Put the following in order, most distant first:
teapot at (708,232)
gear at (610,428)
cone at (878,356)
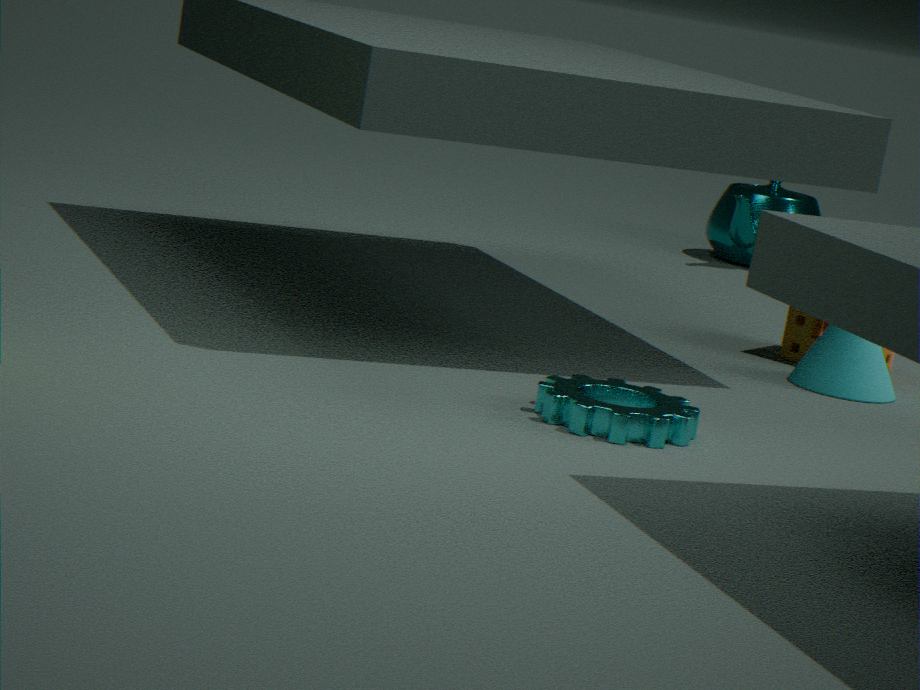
teapot at (708,232) < cone at (878,356) < gear at (610,428)
